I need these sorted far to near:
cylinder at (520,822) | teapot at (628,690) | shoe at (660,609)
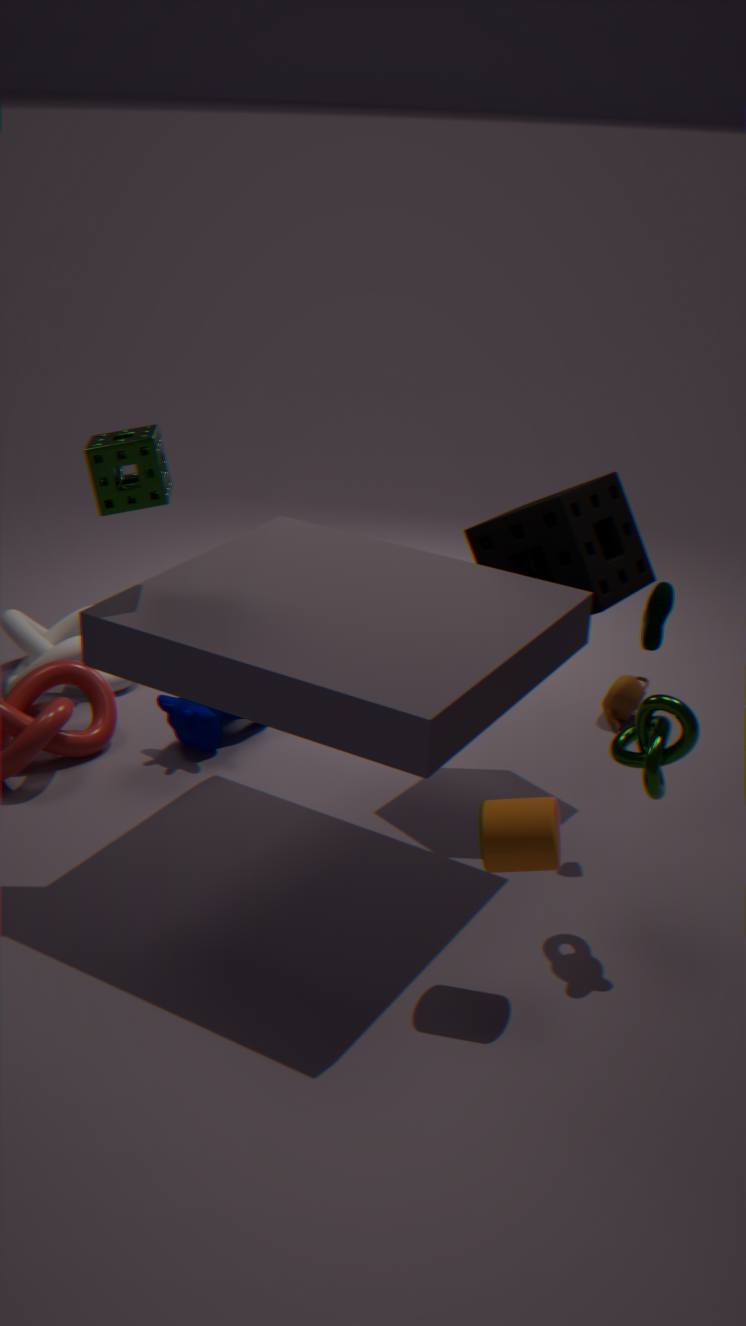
teapot at (628,690), shoe at (660,609), cylinder at (520,822)
